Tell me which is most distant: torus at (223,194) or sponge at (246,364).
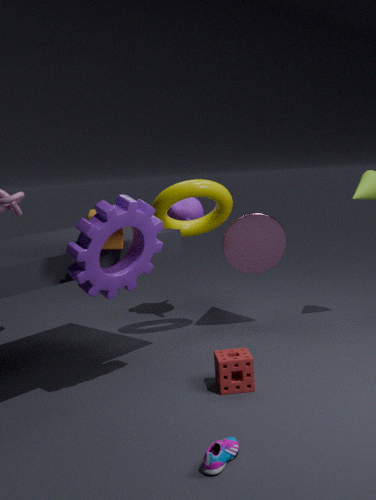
torus at (223,194)
